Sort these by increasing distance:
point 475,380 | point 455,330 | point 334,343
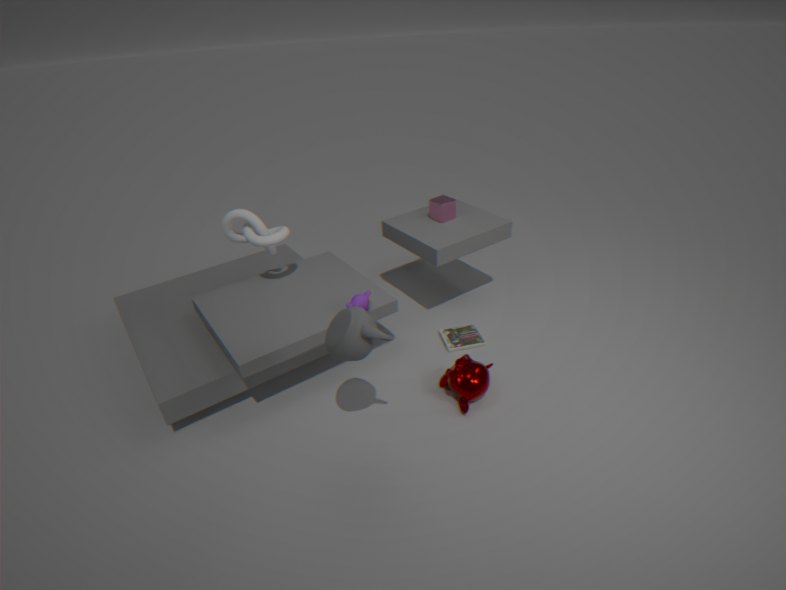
point 334,343, point 475,380, point 455,330
